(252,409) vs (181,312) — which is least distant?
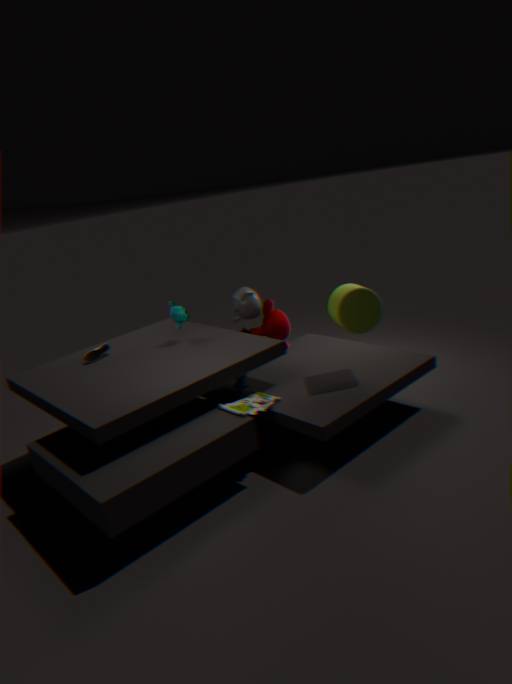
(252,409)
